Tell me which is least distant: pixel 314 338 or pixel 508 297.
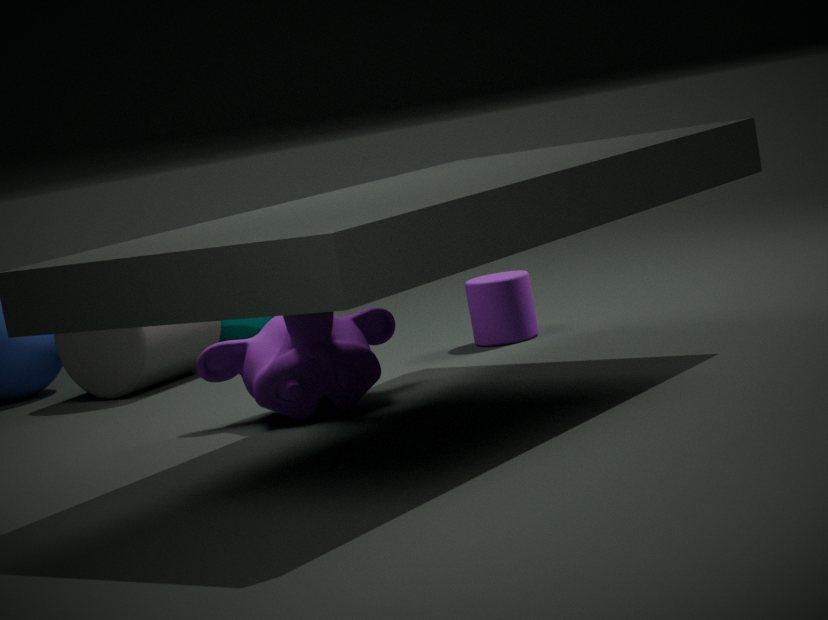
pixel 314 338
